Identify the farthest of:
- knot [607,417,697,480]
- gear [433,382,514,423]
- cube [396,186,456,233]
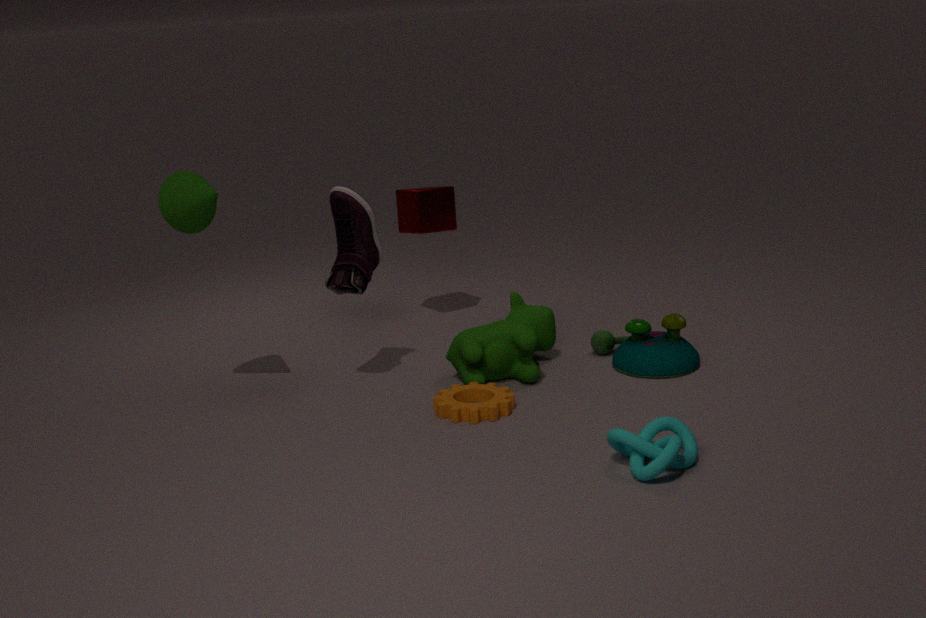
cube [396,186,456,233]
